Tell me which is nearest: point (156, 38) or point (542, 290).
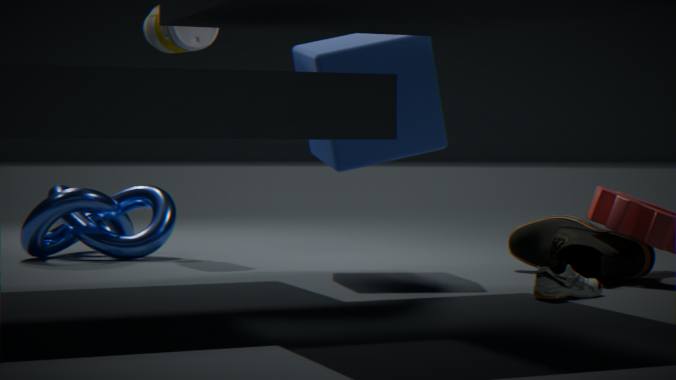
point (542, 290)
